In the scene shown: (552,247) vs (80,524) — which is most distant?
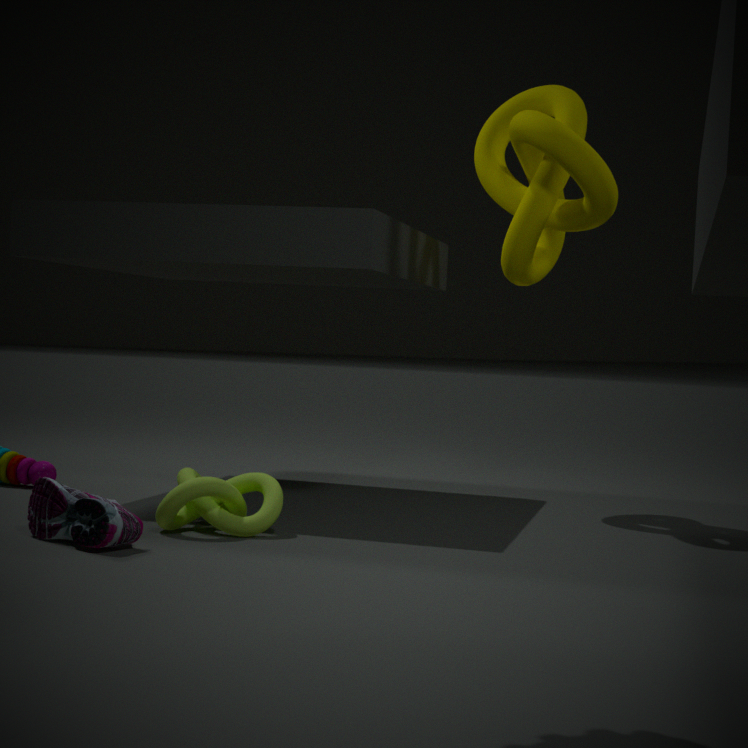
(552,247)
